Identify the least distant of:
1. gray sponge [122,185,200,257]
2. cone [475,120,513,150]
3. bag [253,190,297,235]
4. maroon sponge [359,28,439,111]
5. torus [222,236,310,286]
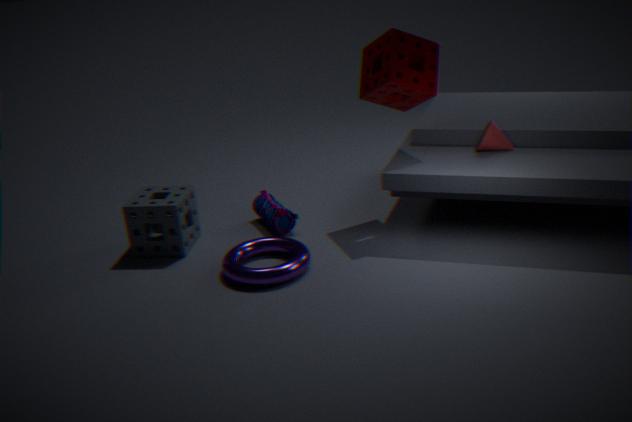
torus [222,236,310,286]
